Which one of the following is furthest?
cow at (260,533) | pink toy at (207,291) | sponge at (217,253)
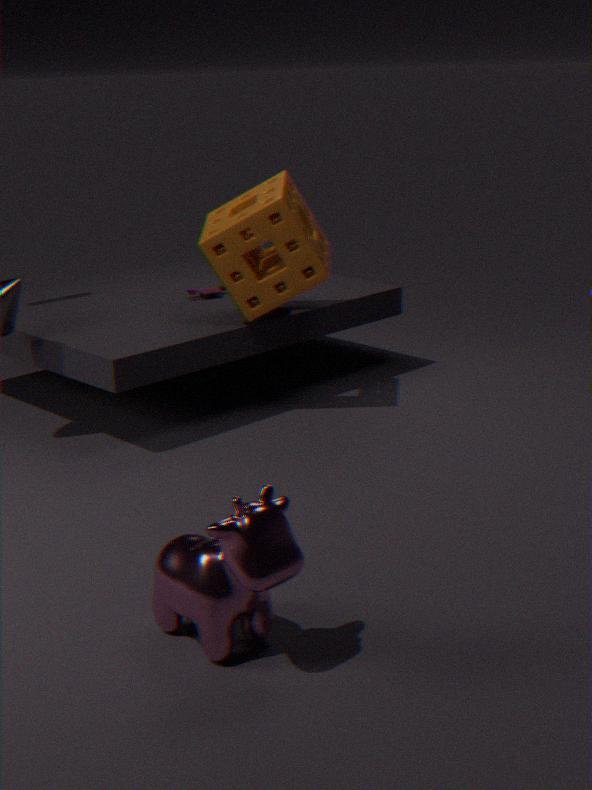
pink toy at (207,291)
